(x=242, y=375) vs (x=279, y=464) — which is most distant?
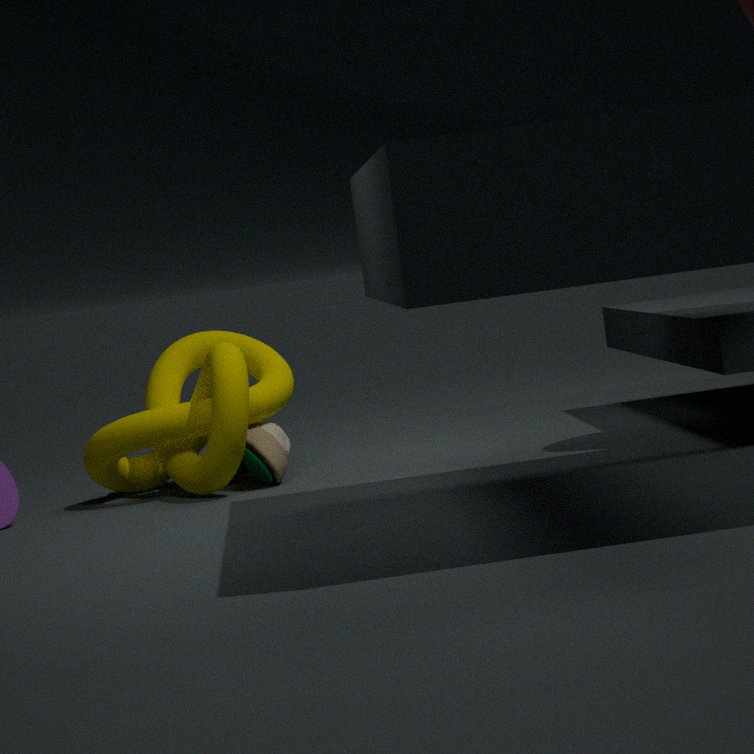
(x=279, y=464)
